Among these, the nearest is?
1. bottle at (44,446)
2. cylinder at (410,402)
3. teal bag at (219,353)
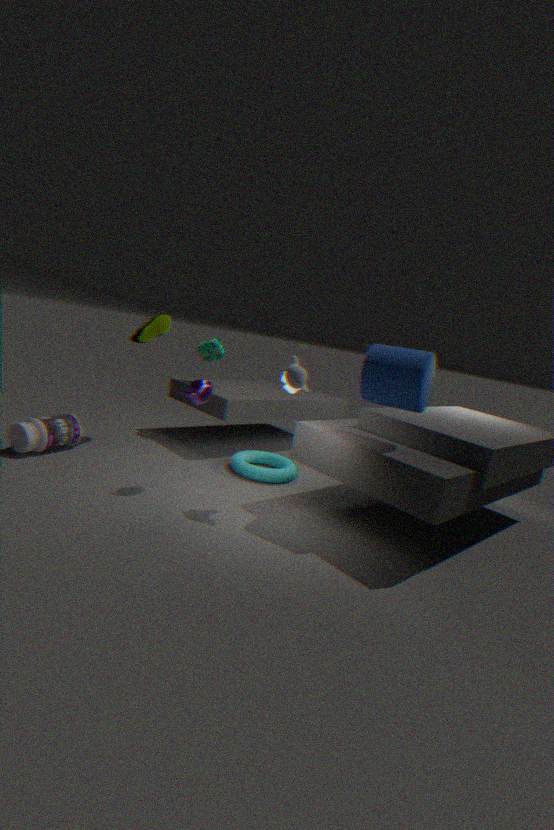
cylinder at (410,402)
